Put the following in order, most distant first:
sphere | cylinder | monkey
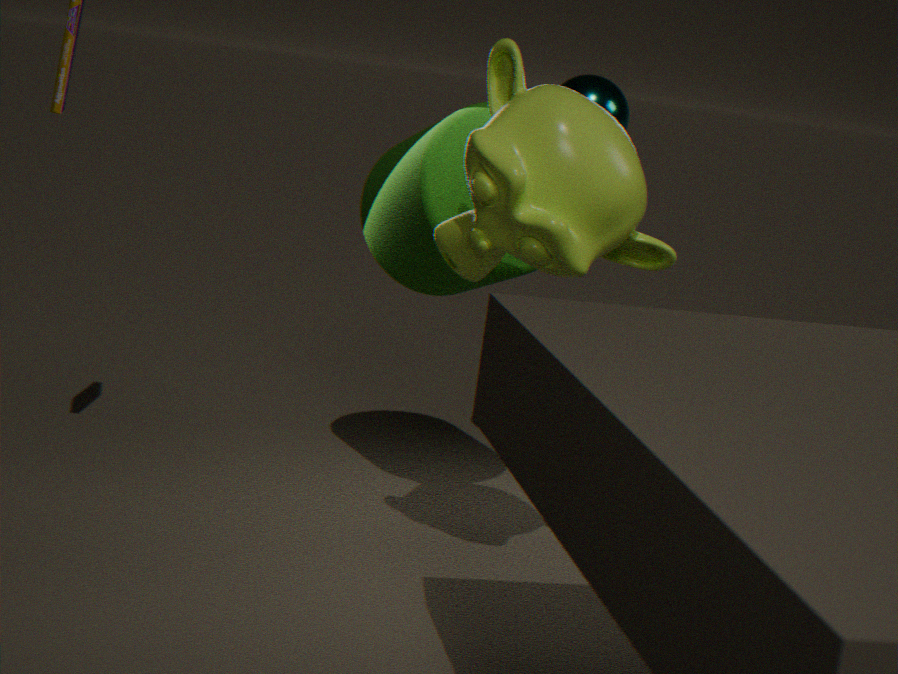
sphere
cylinder
monkey
